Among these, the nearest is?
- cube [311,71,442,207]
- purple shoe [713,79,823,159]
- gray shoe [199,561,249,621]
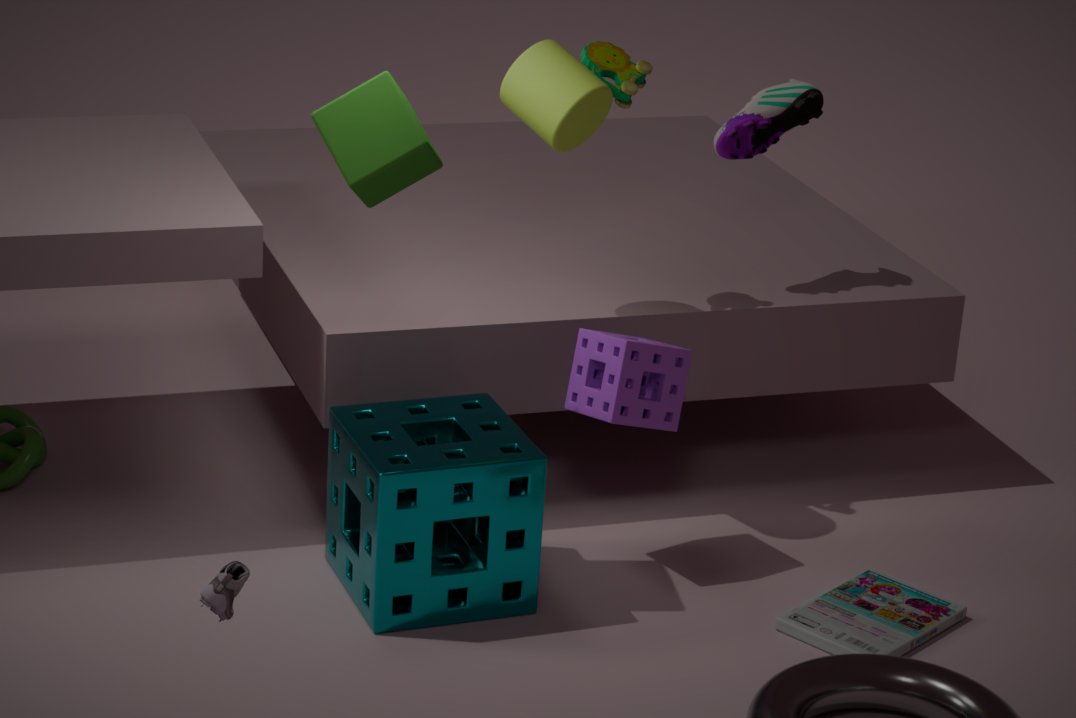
gray shoe [199,561,249,621]
